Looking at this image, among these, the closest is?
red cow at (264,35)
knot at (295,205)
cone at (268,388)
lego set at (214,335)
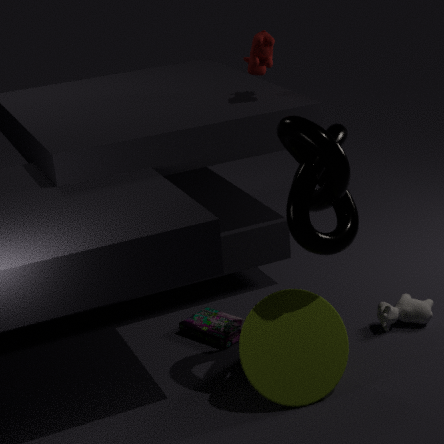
knot at (295,205)
